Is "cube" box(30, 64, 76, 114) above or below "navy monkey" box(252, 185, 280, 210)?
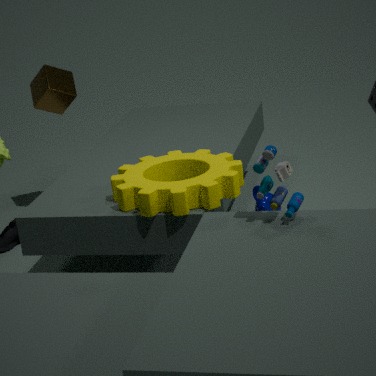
above
